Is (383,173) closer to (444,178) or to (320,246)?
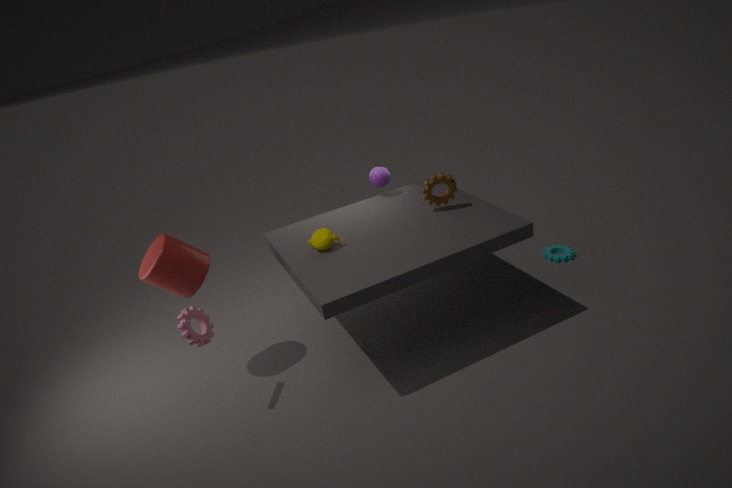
(444,178)
